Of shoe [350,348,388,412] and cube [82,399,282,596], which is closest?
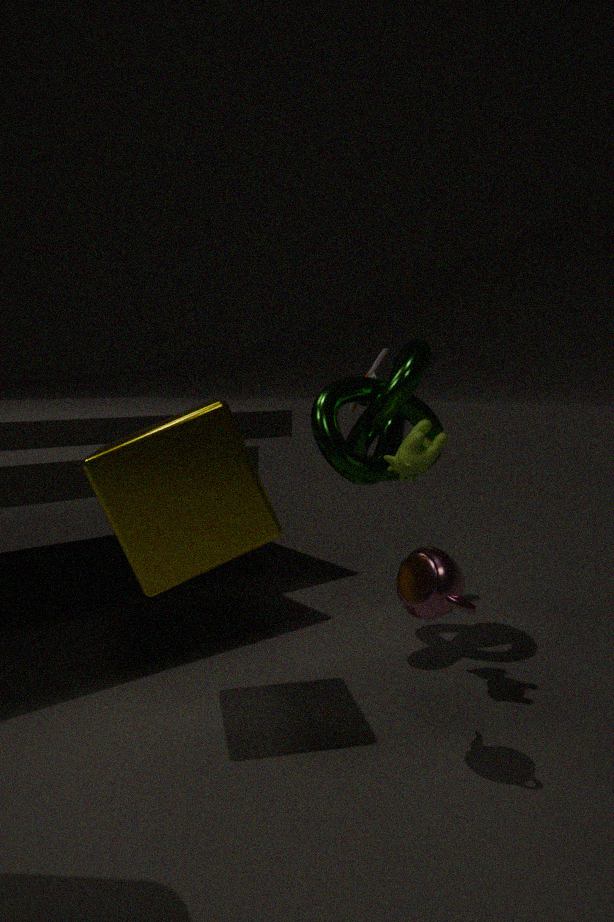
cube [82,399,282,596]
